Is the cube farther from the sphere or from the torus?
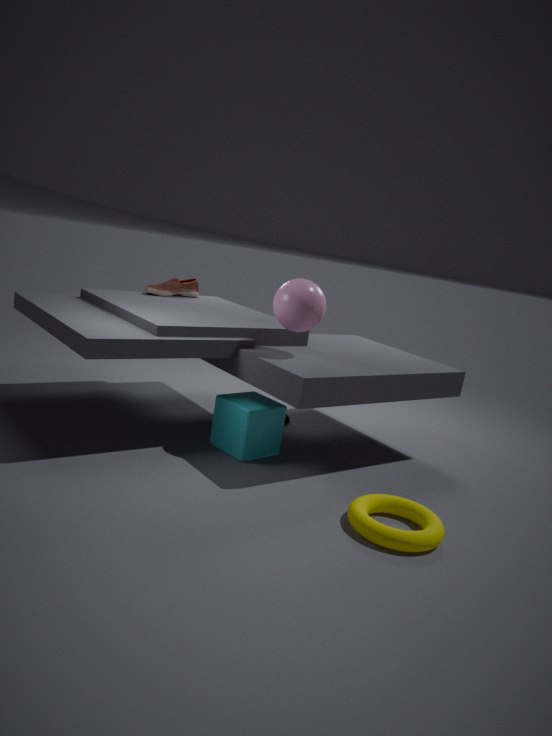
the torus
